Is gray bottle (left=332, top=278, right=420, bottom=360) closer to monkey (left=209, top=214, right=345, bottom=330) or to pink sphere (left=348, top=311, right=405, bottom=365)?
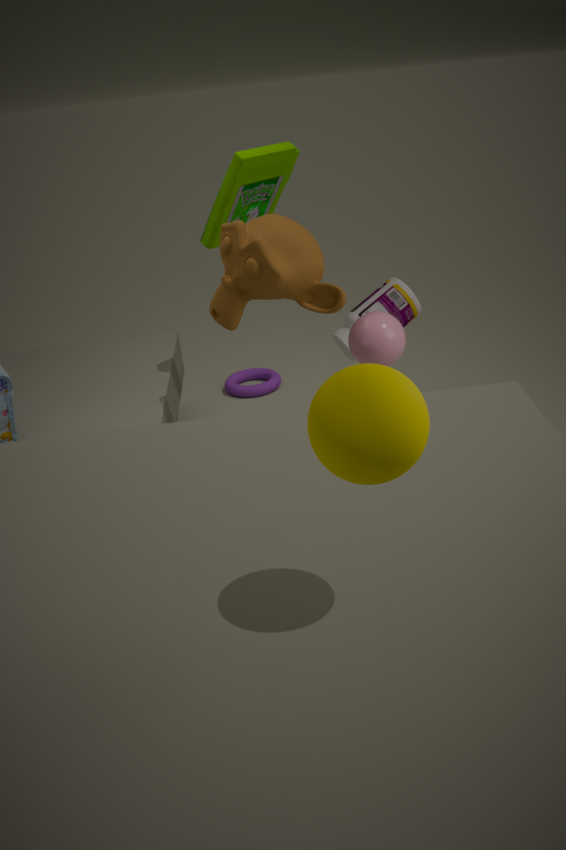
pink sphere (left=348, top=311, right=405, bottom=365)
